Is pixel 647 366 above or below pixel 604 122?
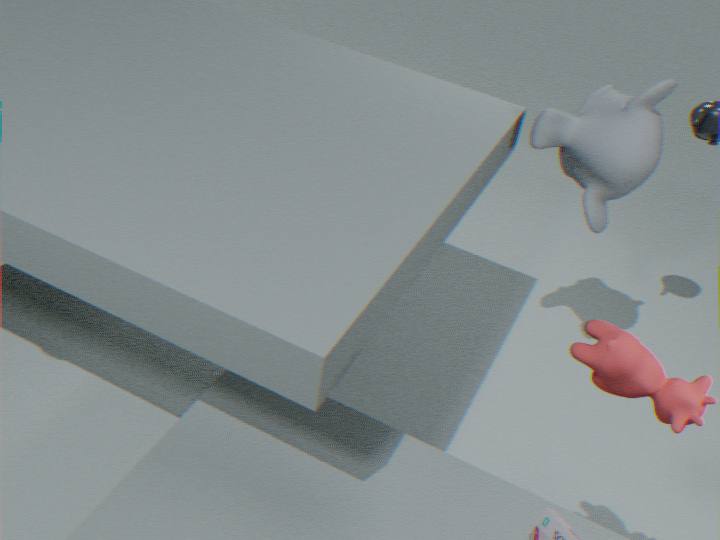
above
